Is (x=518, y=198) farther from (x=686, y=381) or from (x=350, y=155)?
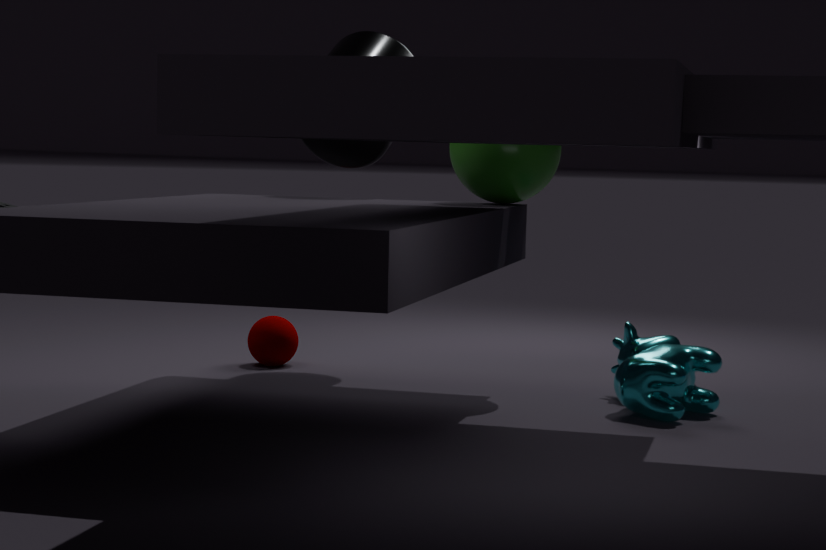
(x=686, y=381)
